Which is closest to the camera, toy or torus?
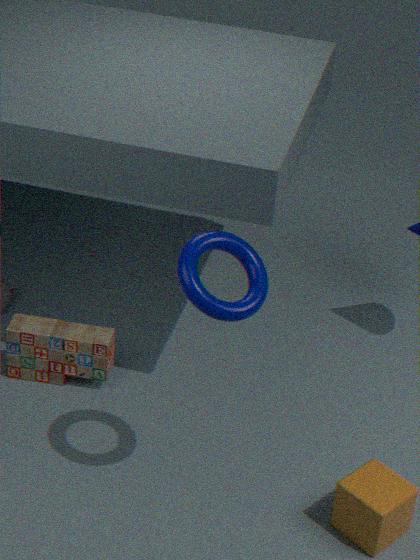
torus
